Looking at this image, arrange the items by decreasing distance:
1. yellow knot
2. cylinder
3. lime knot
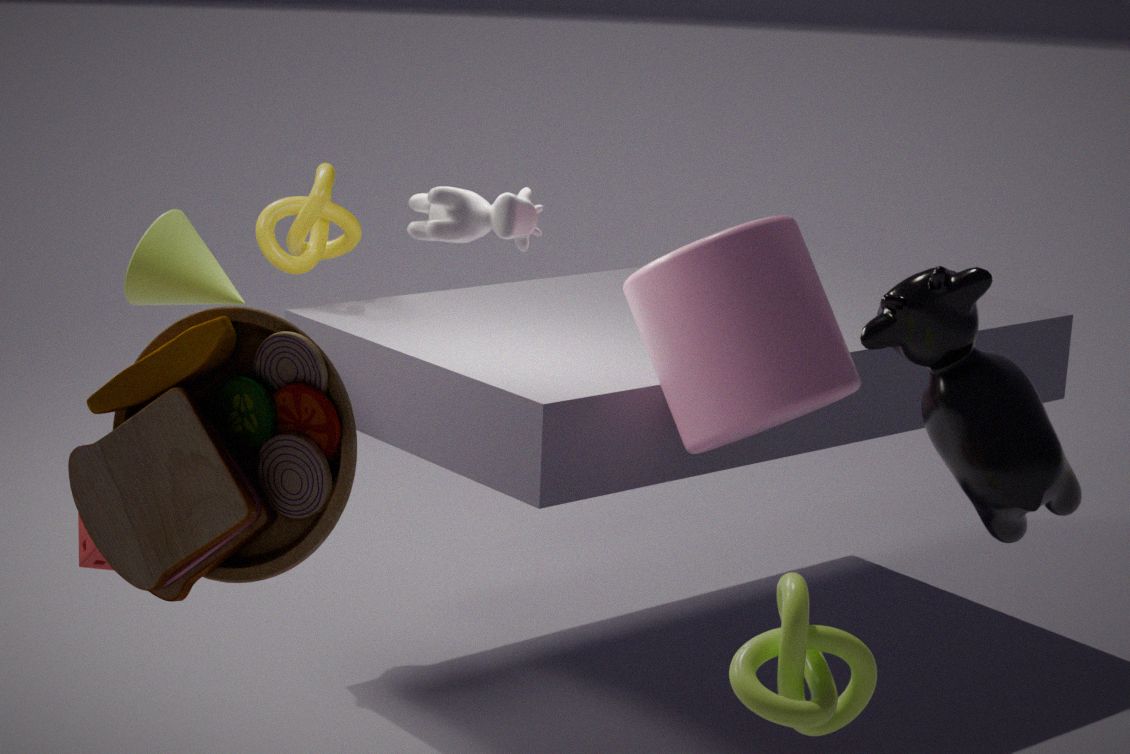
yellow knot < cylinder < lime knot
